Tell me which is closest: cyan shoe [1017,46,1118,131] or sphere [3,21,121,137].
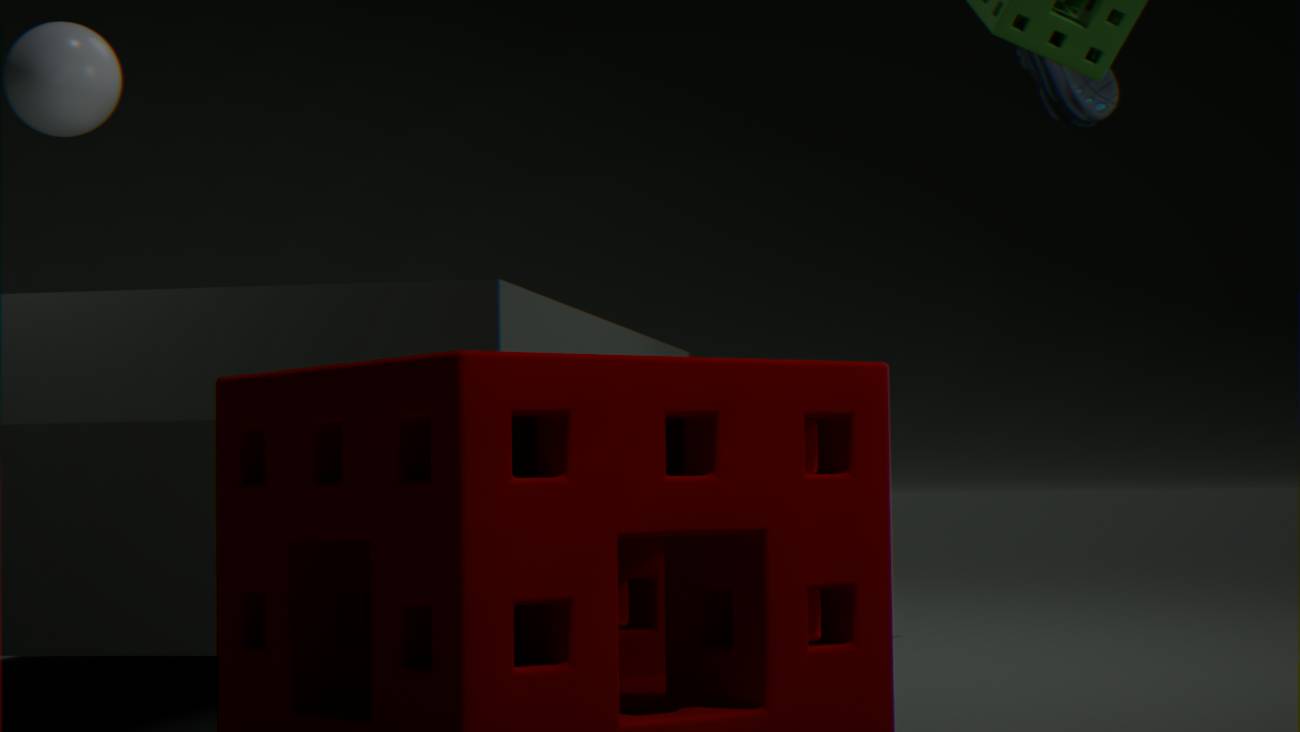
sphere [3,21,121,137]
